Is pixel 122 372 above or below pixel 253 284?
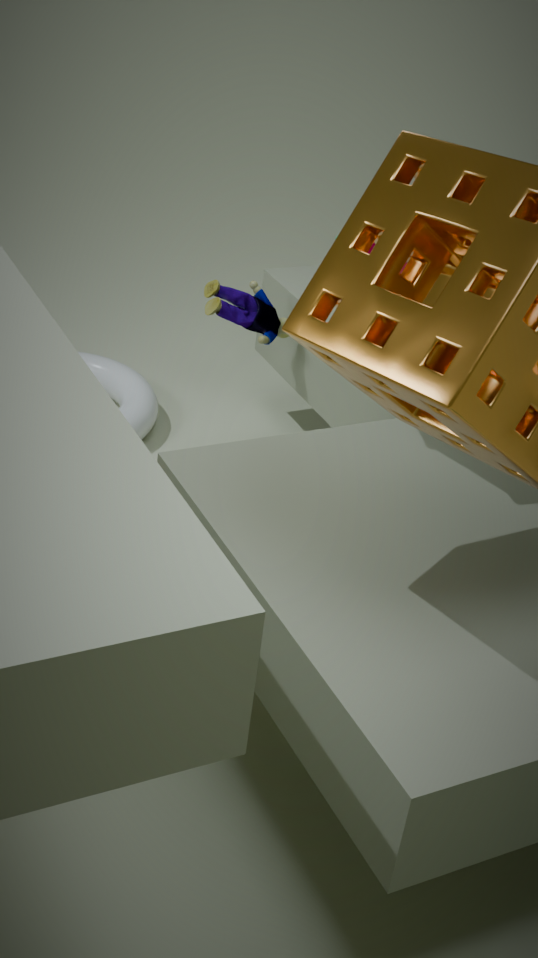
below
